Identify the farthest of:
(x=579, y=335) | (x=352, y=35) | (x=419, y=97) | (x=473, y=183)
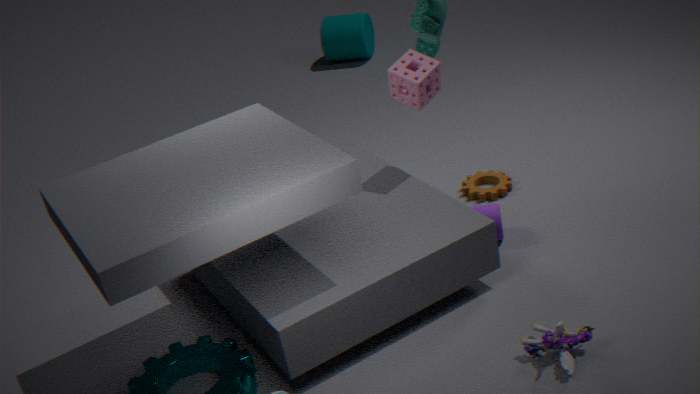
(x=352, y=35)
